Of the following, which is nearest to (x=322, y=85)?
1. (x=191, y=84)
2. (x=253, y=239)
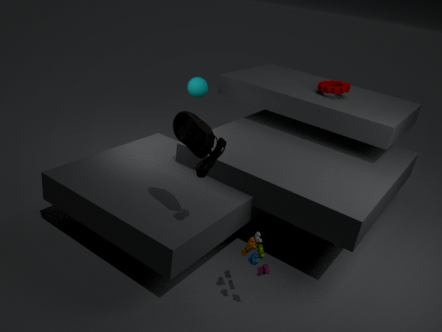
(x=191, y=84)
